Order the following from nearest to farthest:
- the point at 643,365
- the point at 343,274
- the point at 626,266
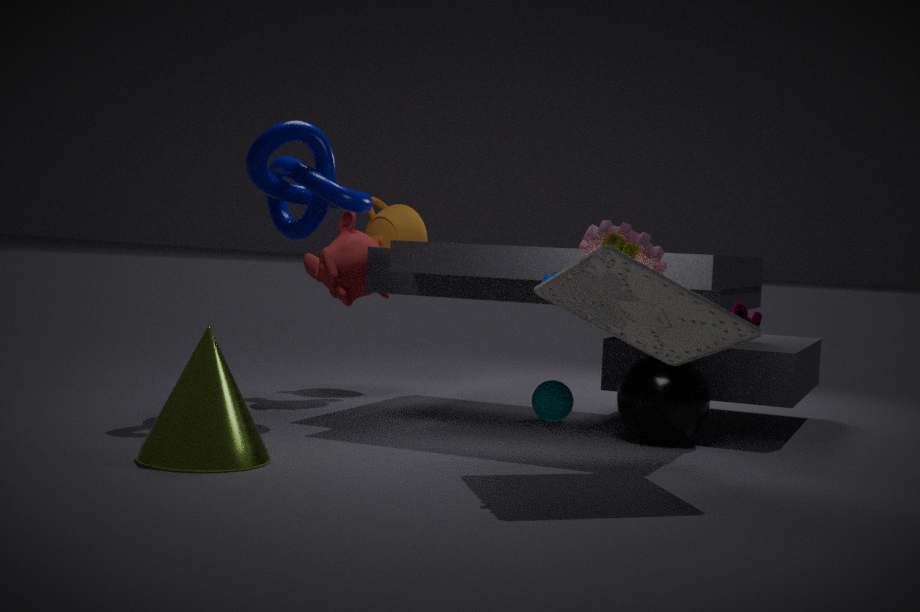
1. the point at 626,266
2. the point at 643,365
3. the point at 343,274
